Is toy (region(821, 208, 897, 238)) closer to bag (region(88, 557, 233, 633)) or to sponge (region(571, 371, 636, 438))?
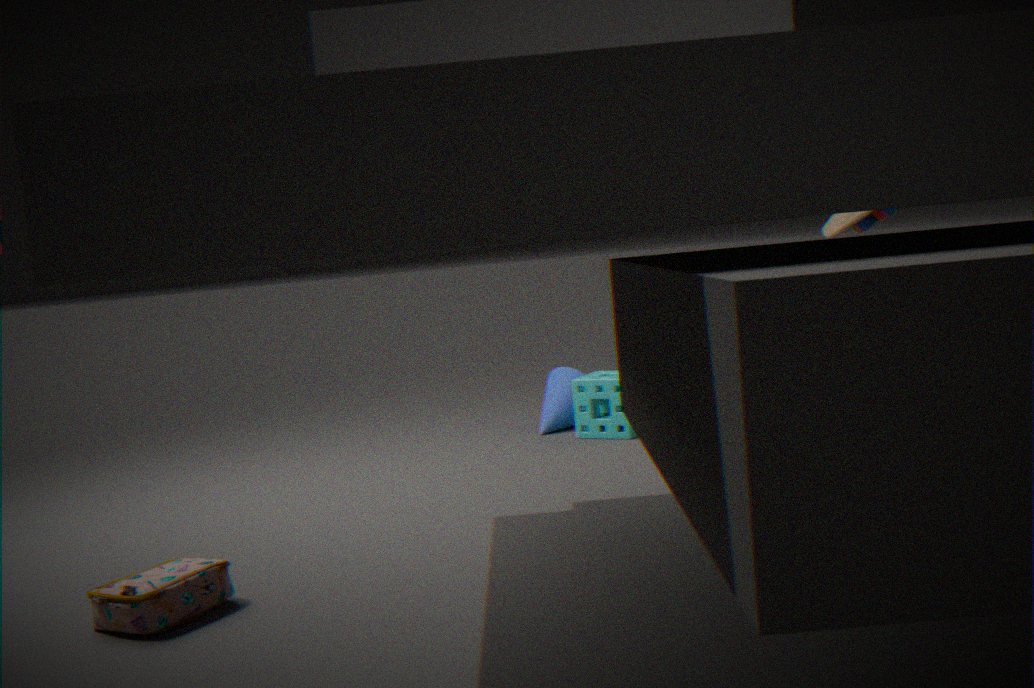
sponge (region(571, 371, 636, 438))
